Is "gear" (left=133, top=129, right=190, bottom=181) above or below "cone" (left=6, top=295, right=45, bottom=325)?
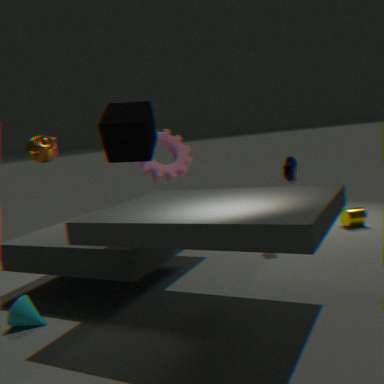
above
